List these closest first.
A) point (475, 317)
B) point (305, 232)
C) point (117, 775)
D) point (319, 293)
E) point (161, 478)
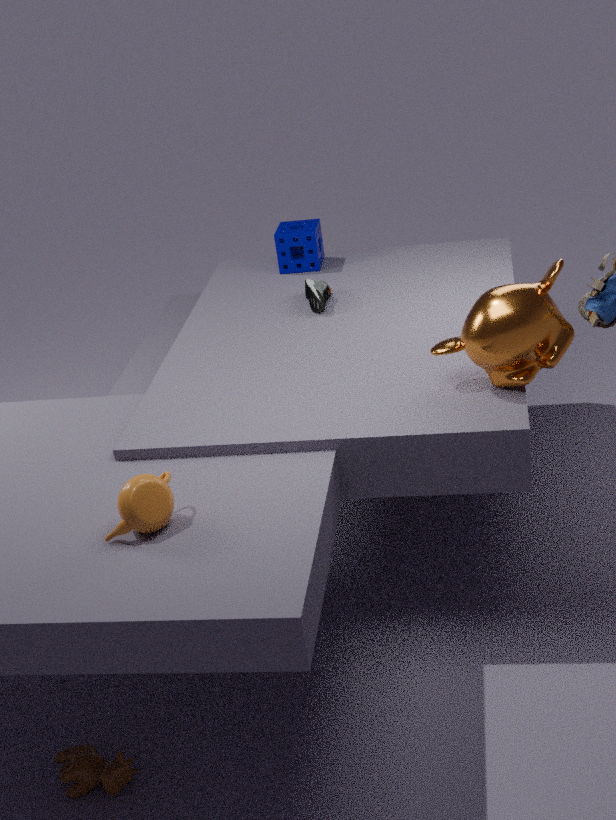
point (161, 478) → point (117, 775) → point (475, 317) → point (319, 293) → point (305, 232)
